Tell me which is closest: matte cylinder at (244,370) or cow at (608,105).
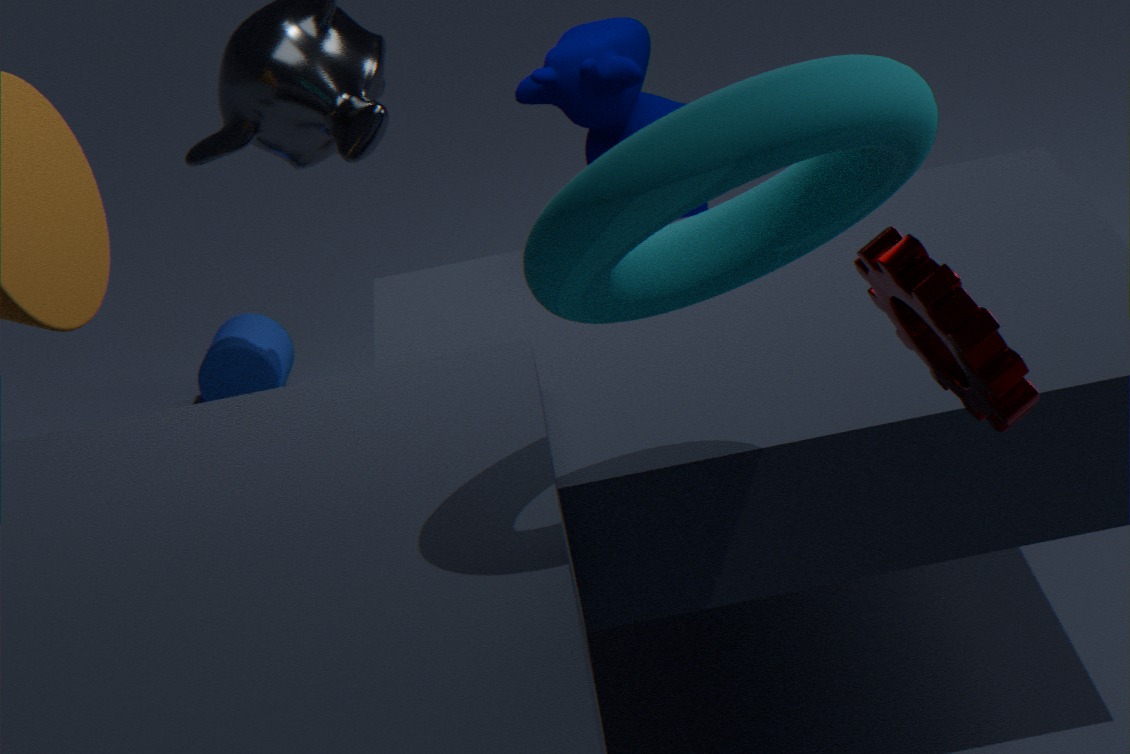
cow at (608,105)
